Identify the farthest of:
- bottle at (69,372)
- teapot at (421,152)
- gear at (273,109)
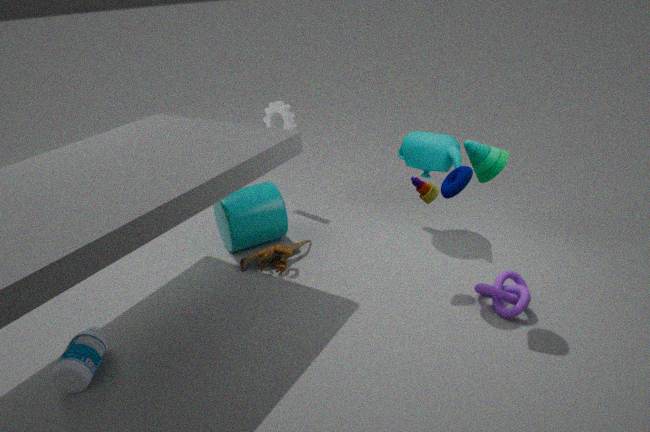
gear at (273,109)
